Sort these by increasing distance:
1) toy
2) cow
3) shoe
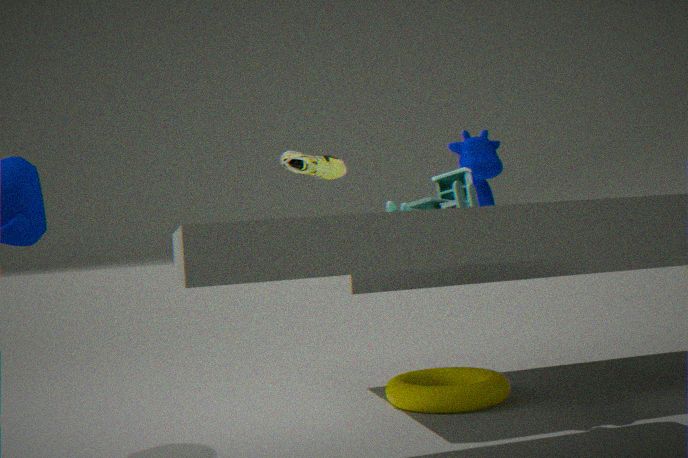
1. toy, 2. cow, 3. shoe
